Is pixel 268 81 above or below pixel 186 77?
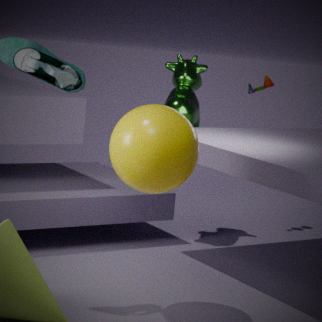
above
